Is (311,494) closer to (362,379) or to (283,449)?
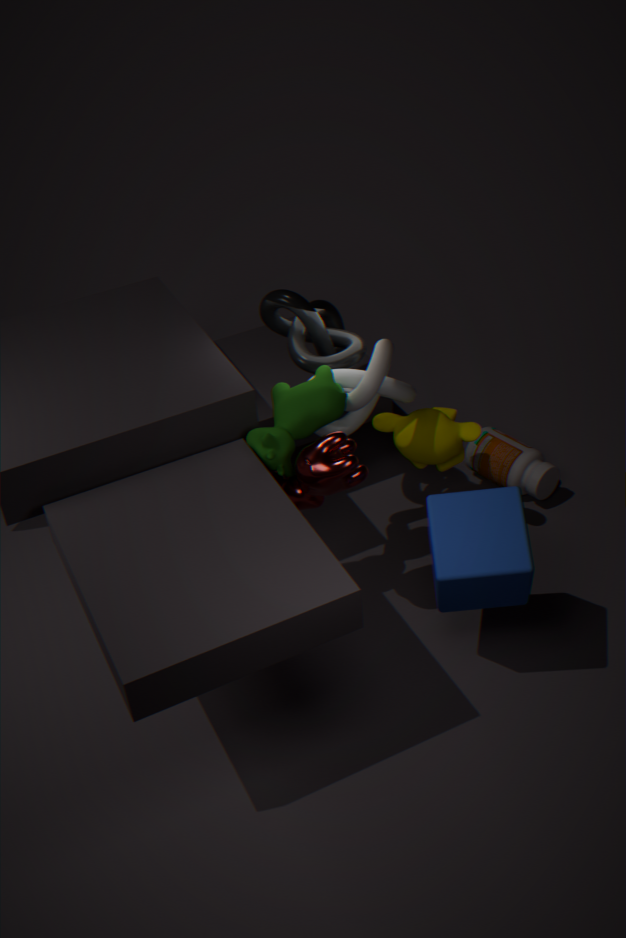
(283,449)
